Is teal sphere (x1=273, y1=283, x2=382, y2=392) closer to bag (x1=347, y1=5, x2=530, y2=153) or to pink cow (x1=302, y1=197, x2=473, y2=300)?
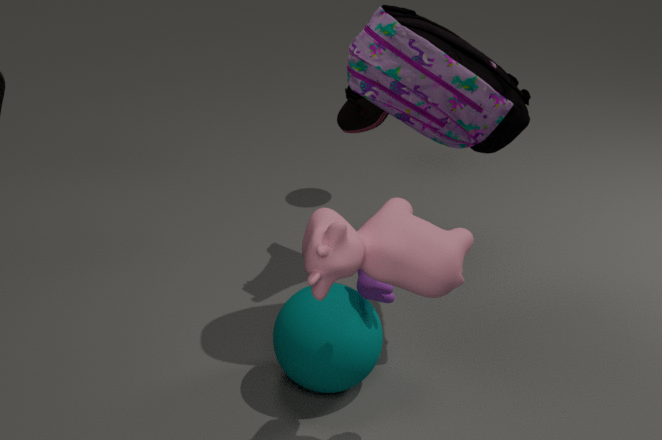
pink cow (x1=302, y1=197, x2=473, y2=300)
